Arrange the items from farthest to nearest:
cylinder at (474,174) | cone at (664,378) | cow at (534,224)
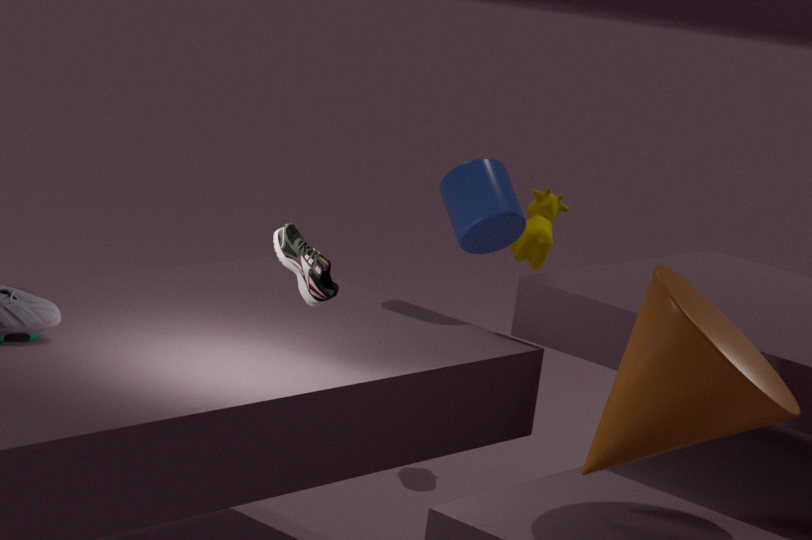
cow at (534,224)
cylinder at (474,174)
cone at (664,378)
